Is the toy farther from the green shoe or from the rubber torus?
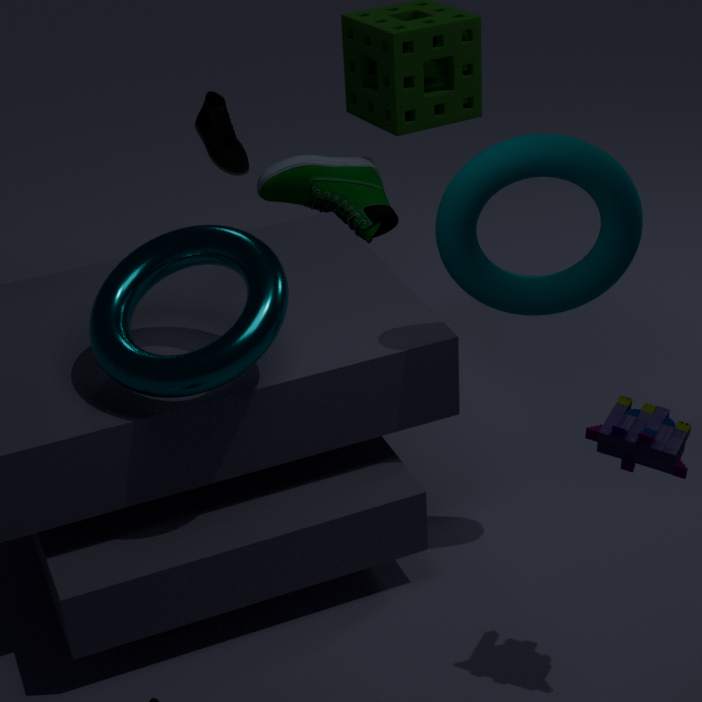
the green shoe
